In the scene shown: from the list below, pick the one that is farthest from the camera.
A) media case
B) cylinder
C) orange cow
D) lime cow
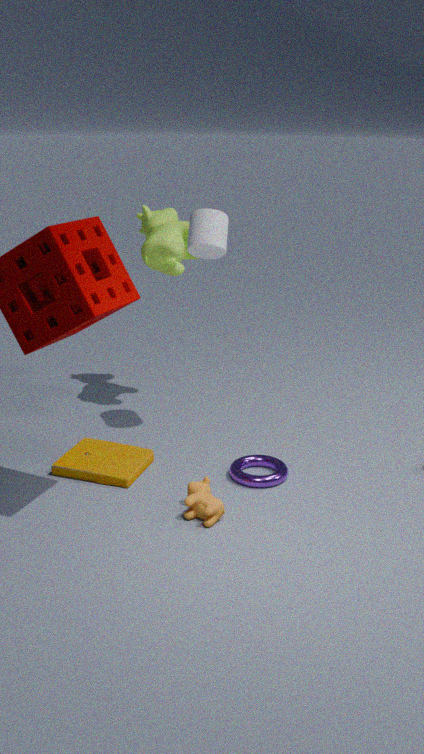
lime cow
